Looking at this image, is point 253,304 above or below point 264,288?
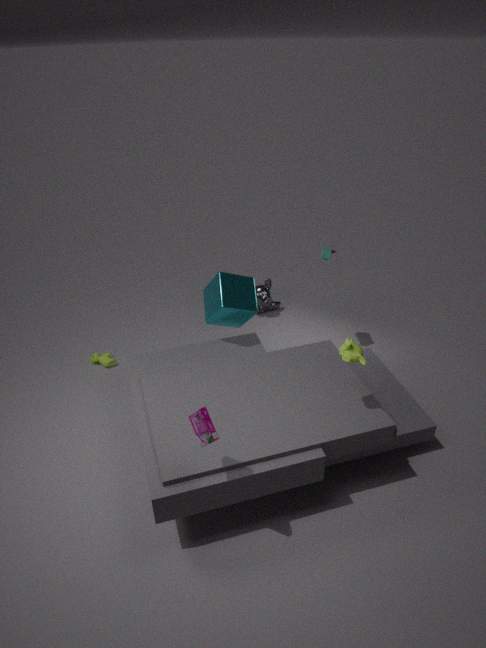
above
